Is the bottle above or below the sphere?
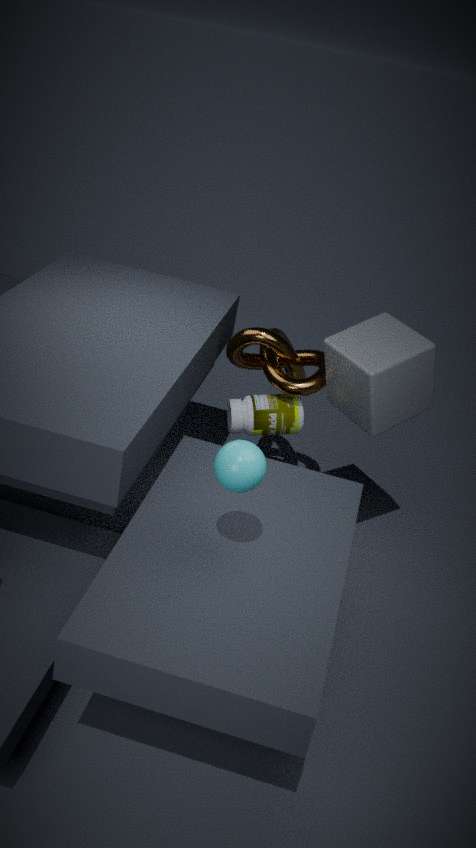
below
